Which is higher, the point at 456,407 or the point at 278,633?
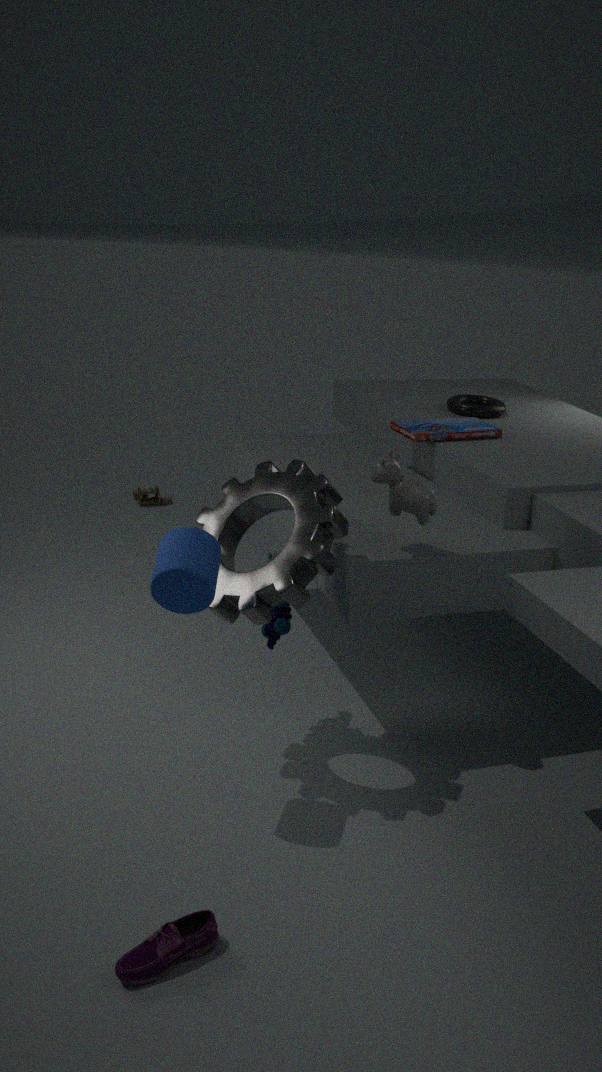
the point at 456,407
